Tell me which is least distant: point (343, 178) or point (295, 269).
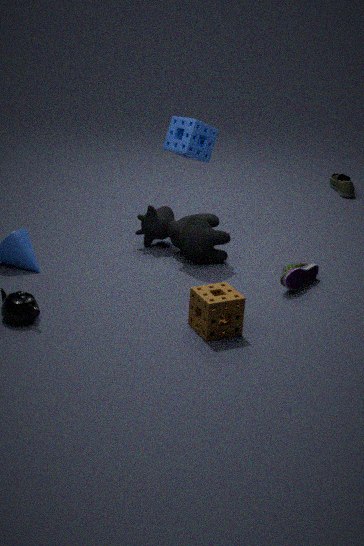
point (295, 269)
